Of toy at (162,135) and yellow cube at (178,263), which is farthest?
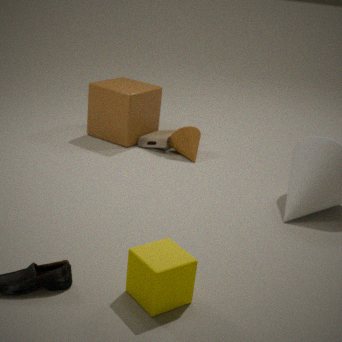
toy at (162,135)
